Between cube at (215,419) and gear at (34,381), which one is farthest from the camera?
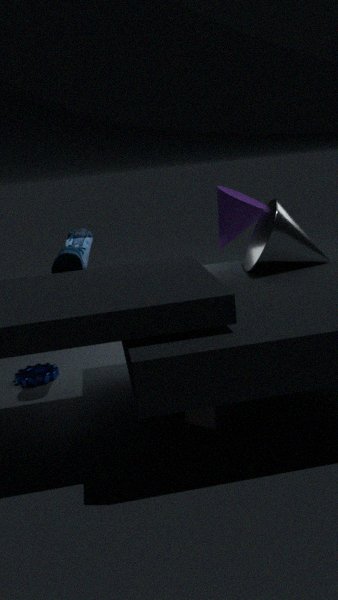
gear at (34,381)
